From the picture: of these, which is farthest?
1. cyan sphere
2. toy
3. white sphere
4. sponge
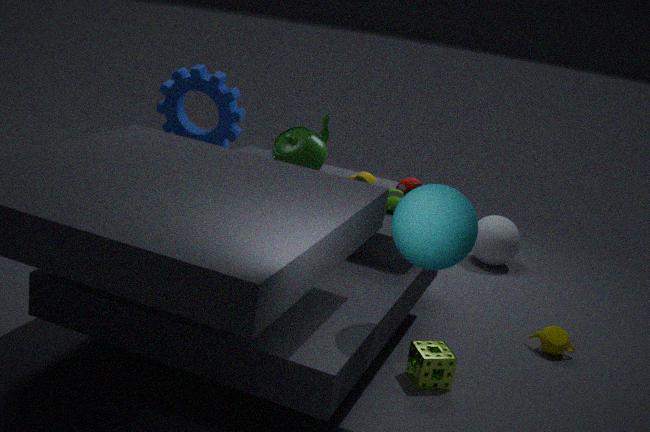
white sphere
